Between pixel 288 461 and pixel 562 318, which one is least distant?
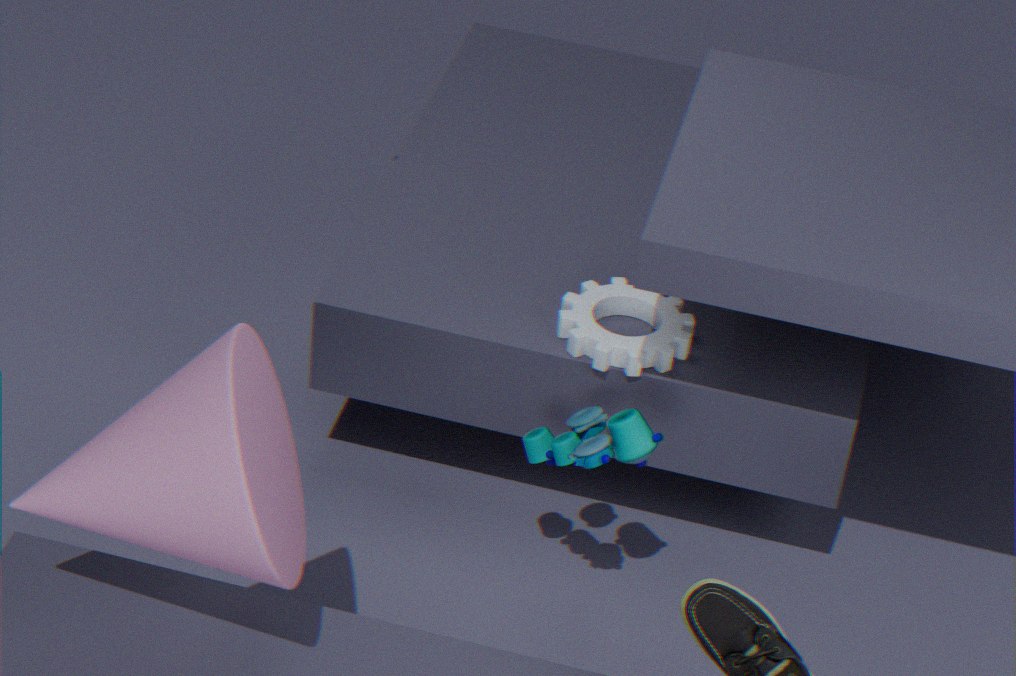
pixel 288 461
